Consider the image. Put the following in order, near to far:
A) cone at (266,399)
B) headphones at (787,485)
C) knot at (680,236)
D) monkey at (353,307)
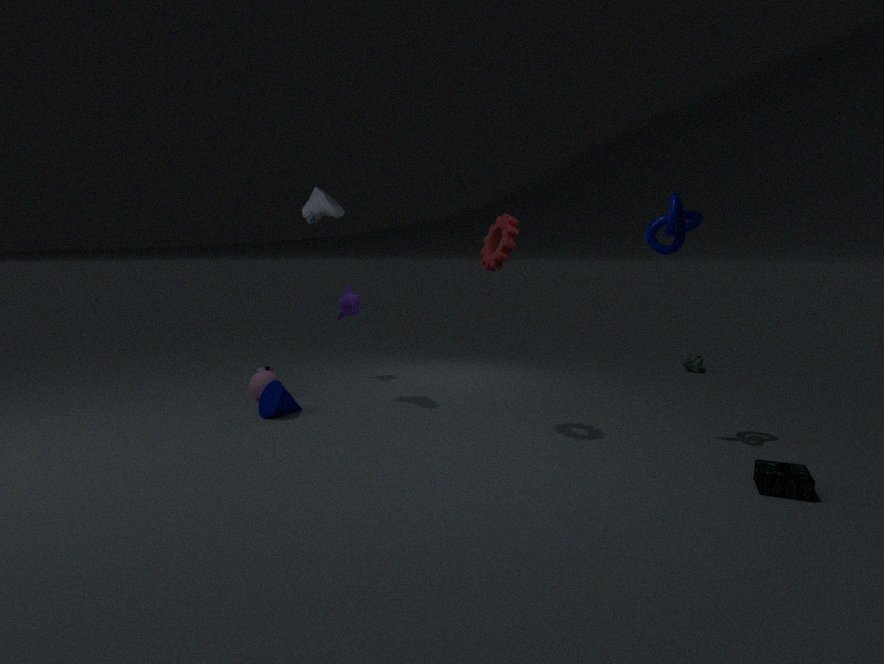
headphones at (787,485), knot at (680,236), cone at (266,399), monkey at (353,307)
